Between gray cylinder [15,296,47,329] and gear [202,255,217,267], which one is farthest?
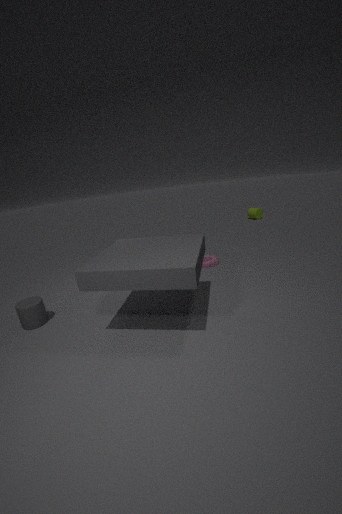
gear [202,255,217,267]
